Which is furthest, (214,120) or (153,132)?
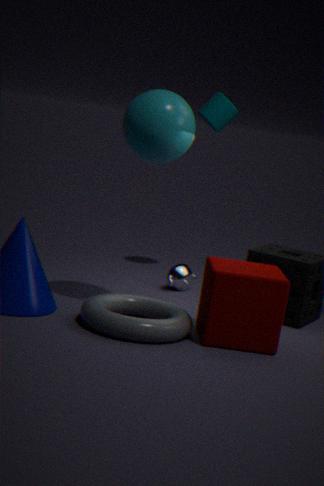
(214,120)
